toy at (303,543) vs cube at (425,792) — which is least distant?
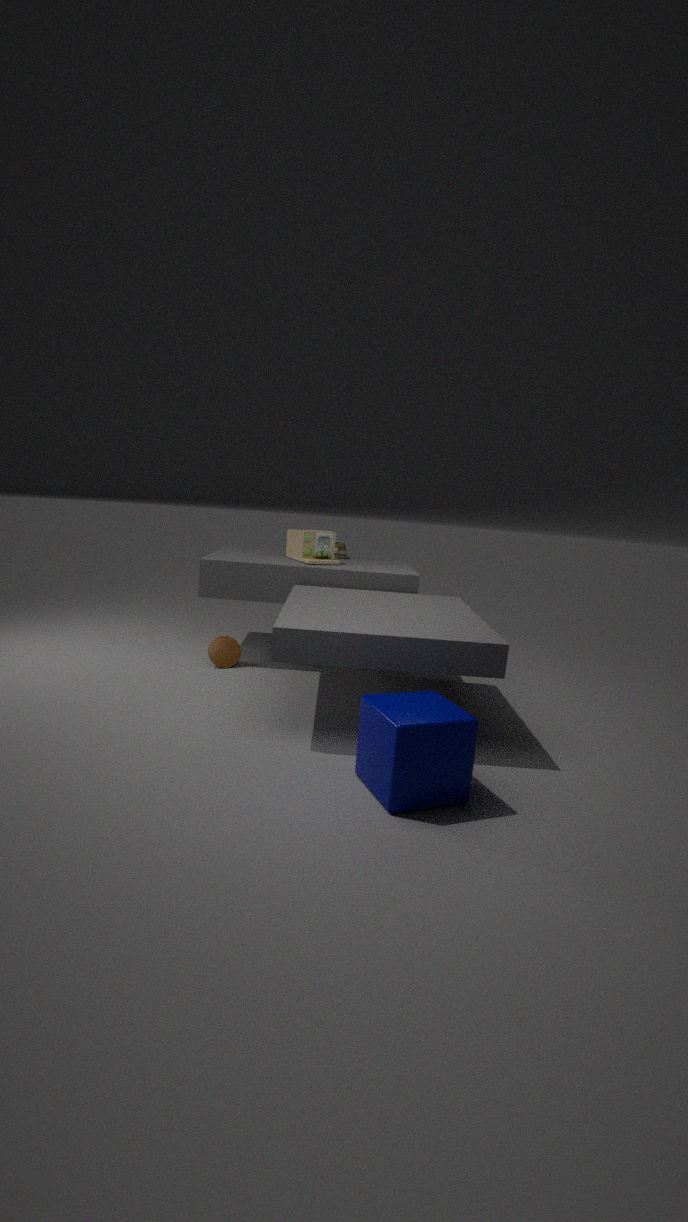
cube at (425,792)
